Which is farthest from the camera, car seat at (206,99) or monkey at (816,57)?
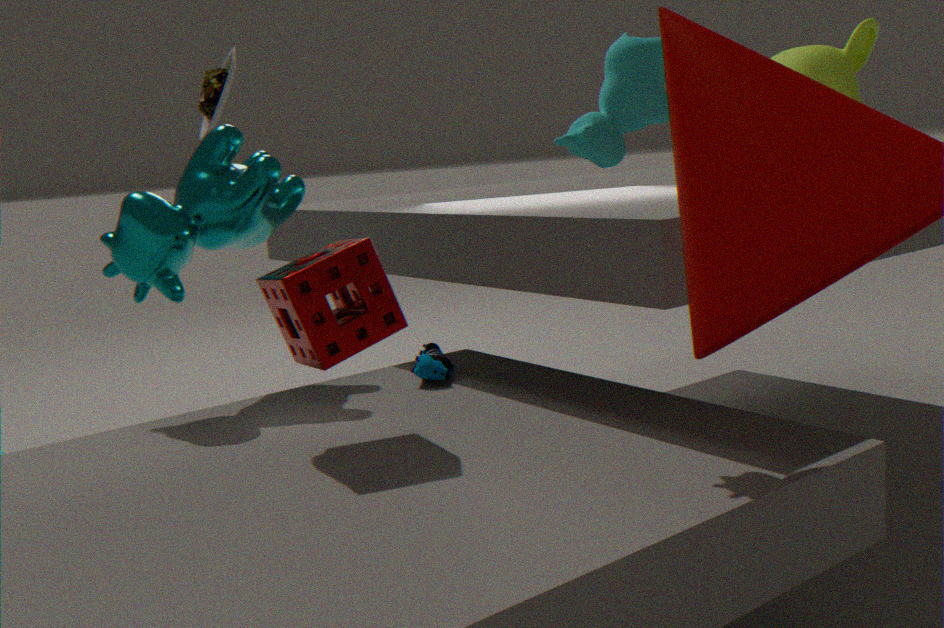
monkey at (816,57)
